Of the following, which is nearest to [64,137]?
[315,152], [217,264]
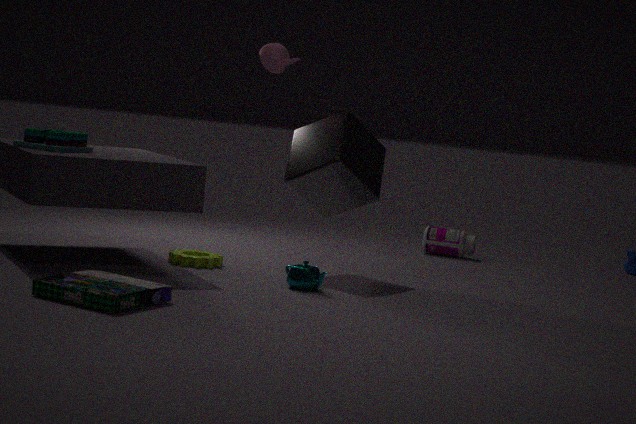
[217,264]
